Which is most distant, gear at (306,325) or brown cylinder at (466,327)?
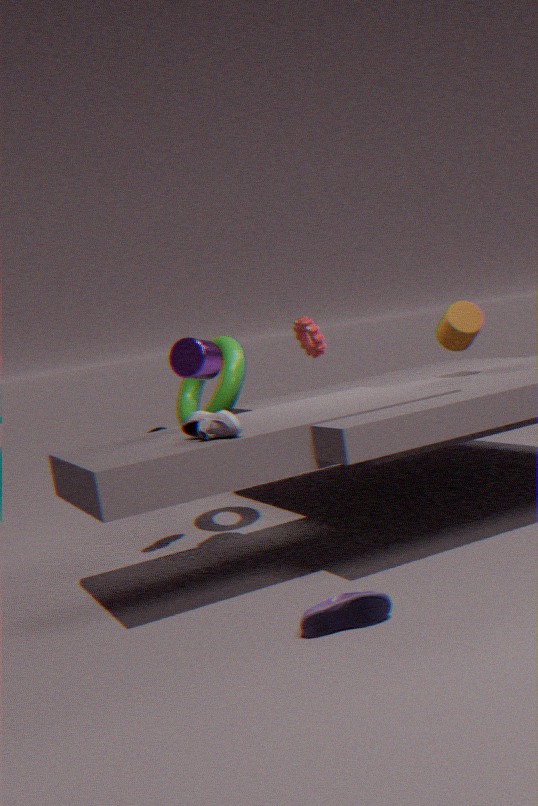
gear at (306,325)
